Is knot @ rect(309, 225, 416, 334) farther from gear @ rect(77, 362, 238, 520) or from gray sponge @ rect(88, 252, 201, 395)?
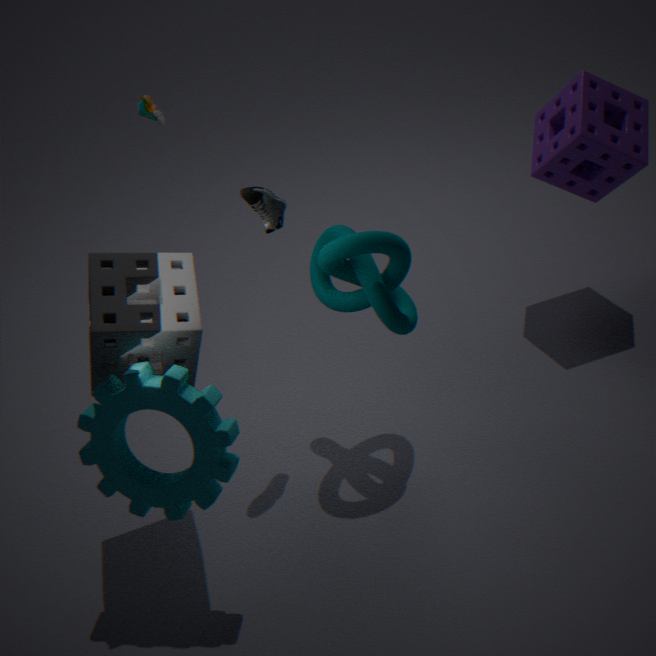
gear @ rect(77, 362, 238, 520)
